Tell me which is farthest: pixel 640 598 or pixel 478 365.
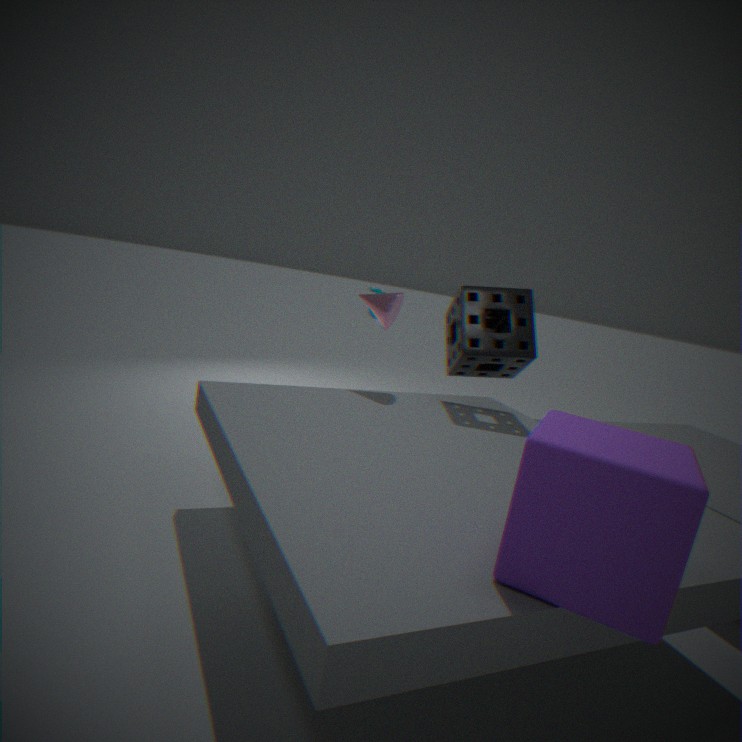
pixel 478 365
